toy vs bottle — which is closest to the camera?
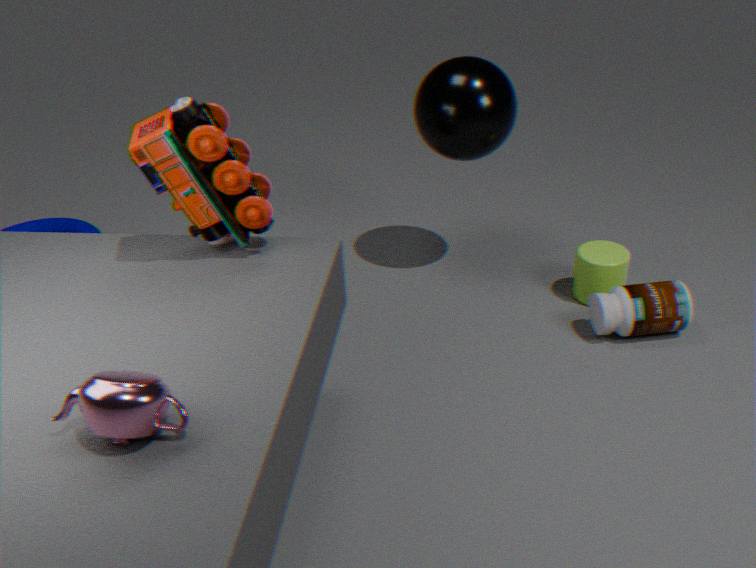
toy
